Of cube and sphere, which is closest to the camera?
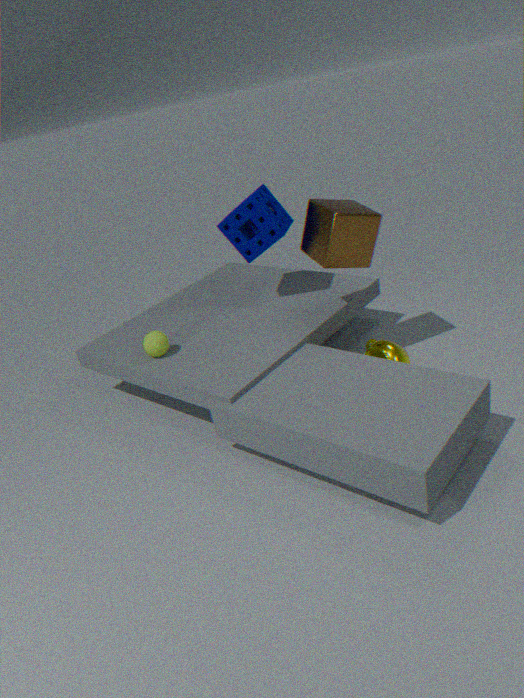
cube
